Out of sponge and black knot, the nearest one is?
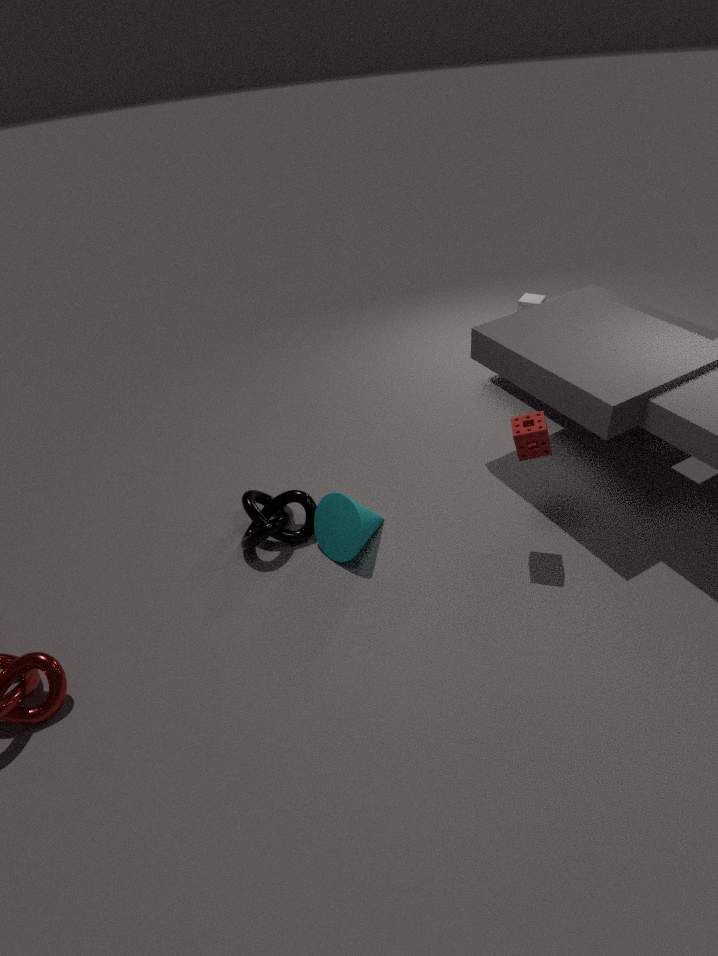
sponge
